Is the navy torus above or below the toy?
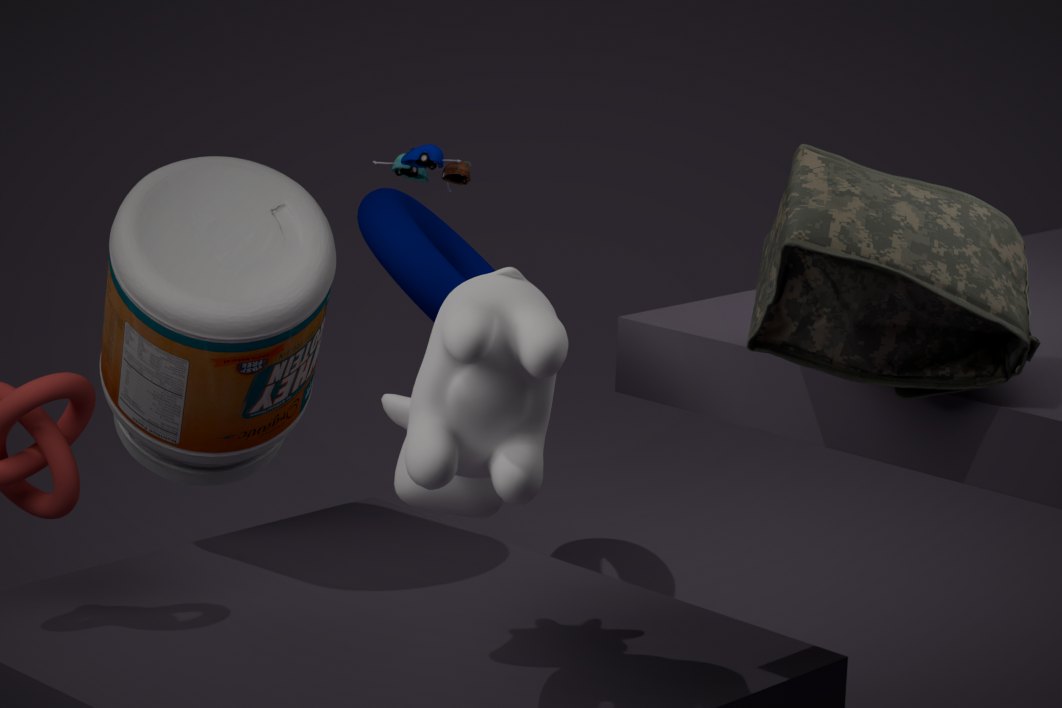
below
